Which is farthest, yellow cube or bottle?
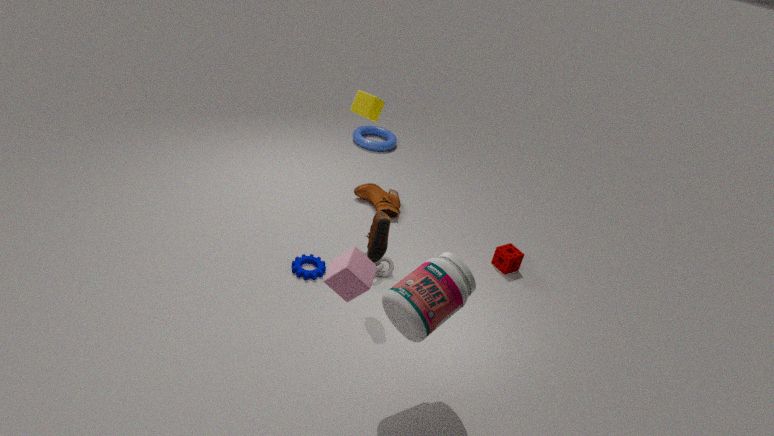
yellow cube
